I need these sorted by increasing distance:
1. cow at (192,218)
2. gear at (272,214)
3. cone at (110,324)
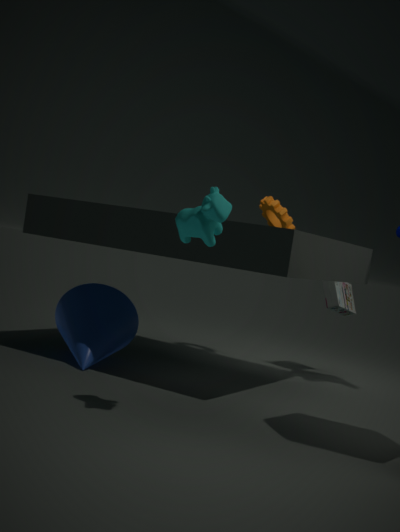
cow at (192,218), cone at (110,324), gear at (272,214)
